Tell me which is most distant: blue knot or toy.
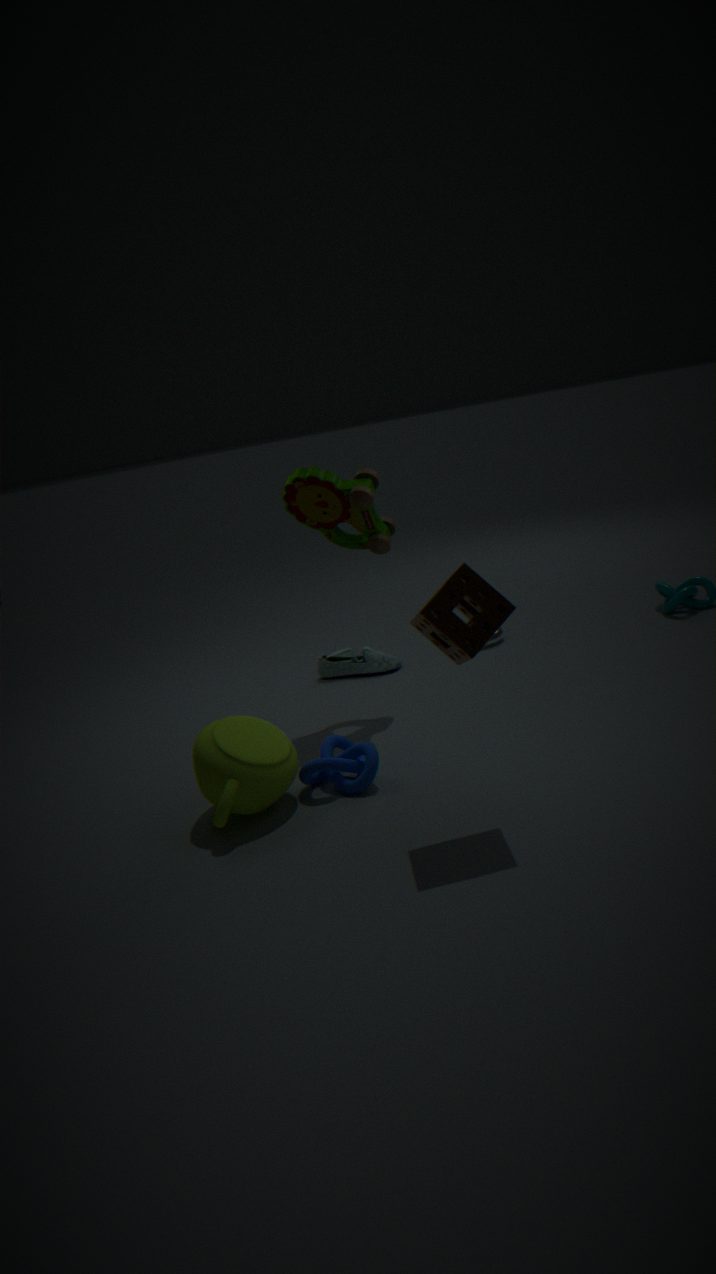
toy
